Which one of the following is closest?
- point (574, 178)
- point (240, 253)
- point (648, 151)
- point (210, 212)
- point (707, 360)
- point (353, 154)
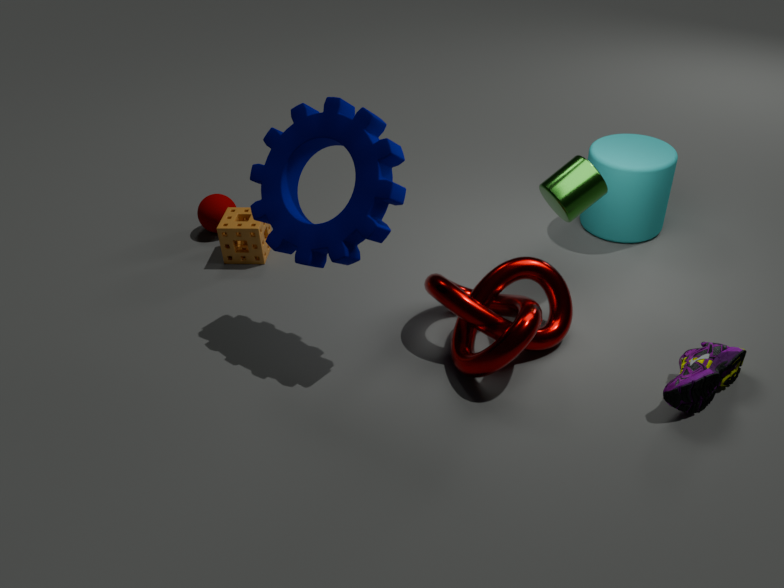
point (353, 154)
